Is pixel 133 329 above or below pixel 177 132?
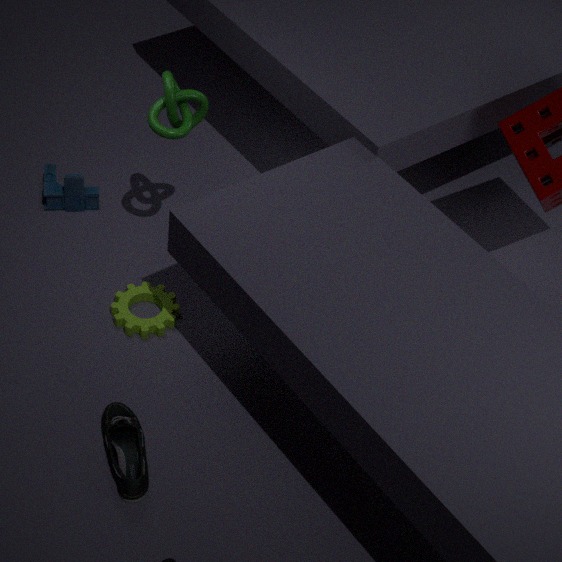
below
